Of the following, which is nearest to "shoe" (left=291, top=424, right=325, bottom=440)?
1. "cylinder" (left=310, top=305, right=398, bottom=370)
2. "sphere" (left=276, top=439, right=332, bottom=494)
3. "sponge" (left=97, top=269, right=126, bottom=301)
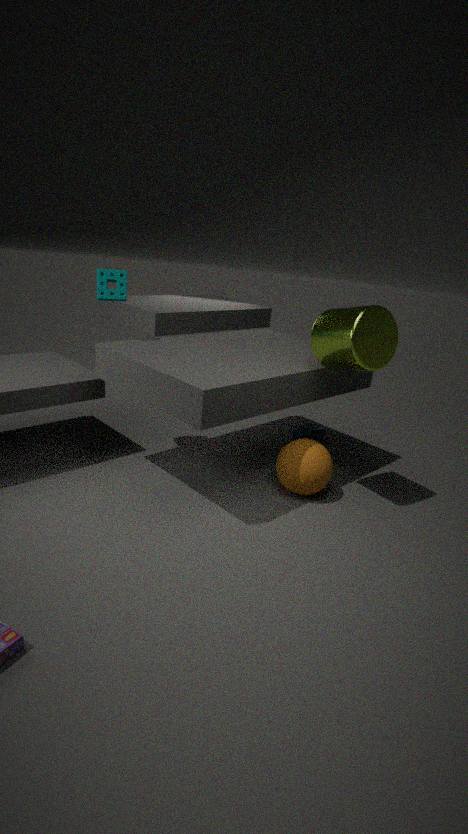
"sphere" (left=276, top=439, right=332, bottom=494)
